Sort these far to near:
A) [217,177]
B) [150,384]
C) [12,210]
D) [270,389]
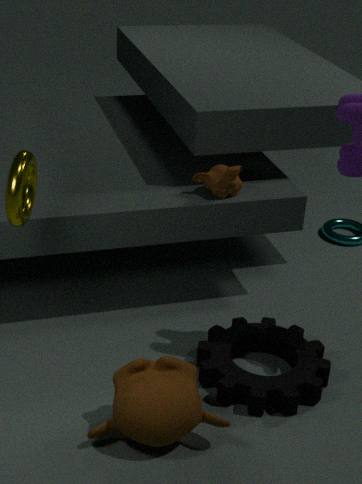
[217,177]
[270,389]
[150,384]
[12,210]
